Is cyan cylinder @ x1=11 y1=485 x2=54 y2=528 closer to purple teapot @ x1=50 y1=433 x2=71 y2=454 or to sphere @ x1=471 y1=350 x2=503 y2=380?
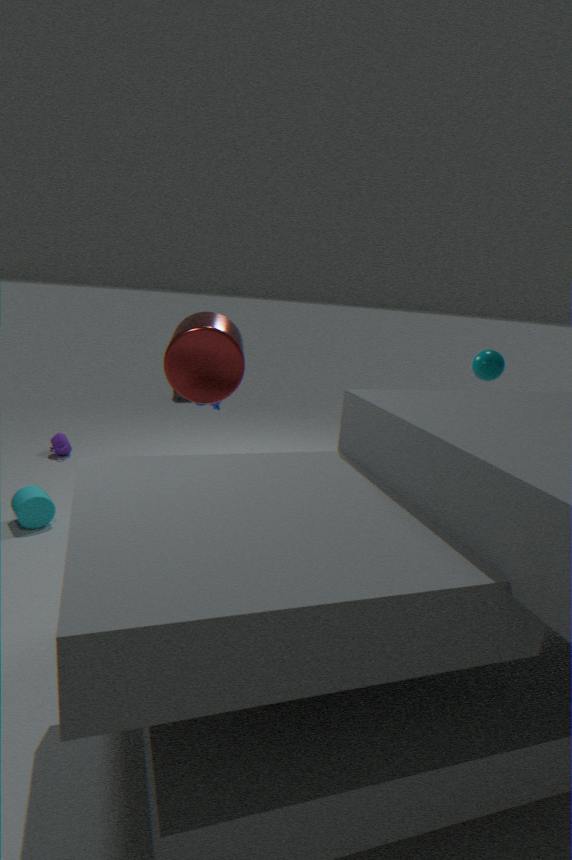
purple teapot @ x1=50 y1=433 x2=71 y2=454
